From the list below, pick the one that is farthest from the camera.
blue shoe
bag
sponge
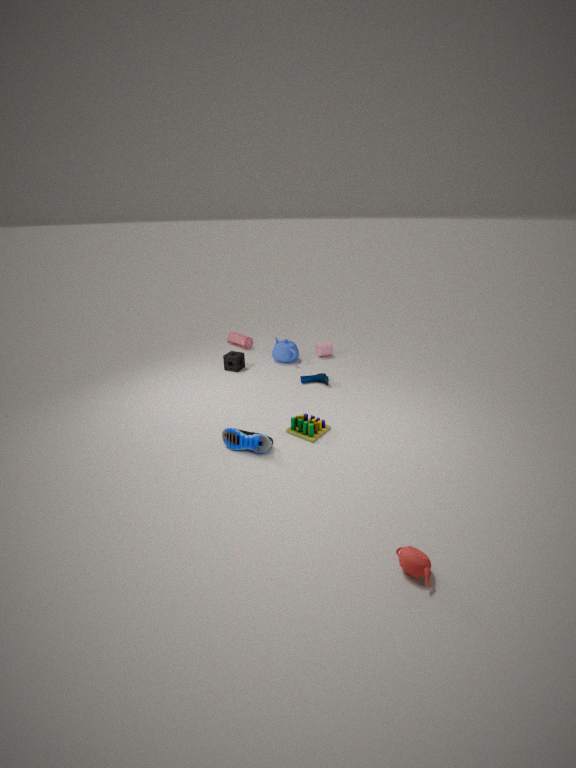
bag
